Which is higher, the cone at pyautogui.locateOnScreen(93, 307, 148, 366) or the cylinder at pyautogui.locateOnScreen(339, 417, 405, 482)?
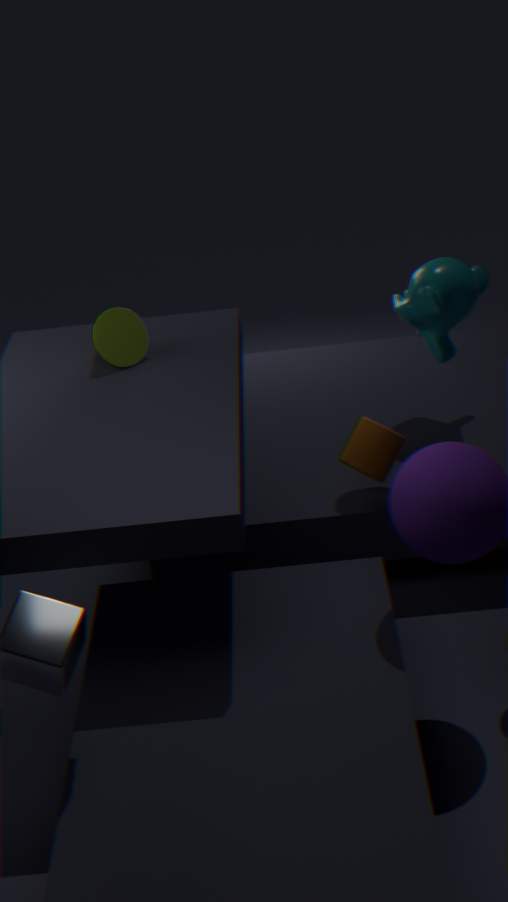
the cone at pyautogui.locateOnScreen(93, 307, 148, 366)
